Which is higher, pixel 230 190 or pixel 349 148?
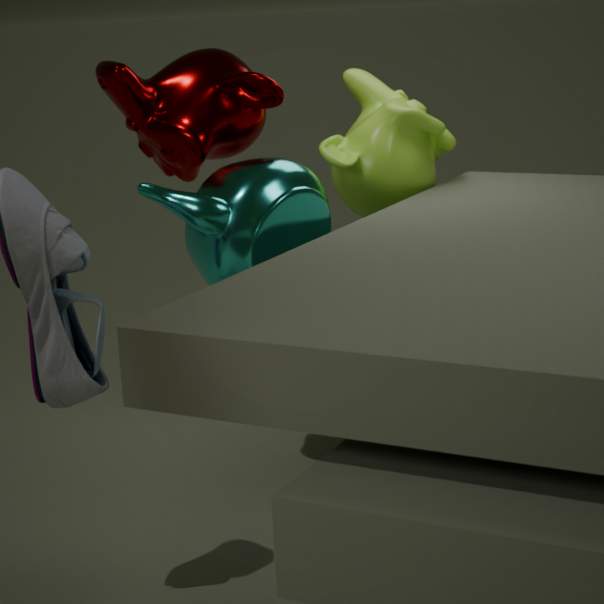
pixel 349 148
